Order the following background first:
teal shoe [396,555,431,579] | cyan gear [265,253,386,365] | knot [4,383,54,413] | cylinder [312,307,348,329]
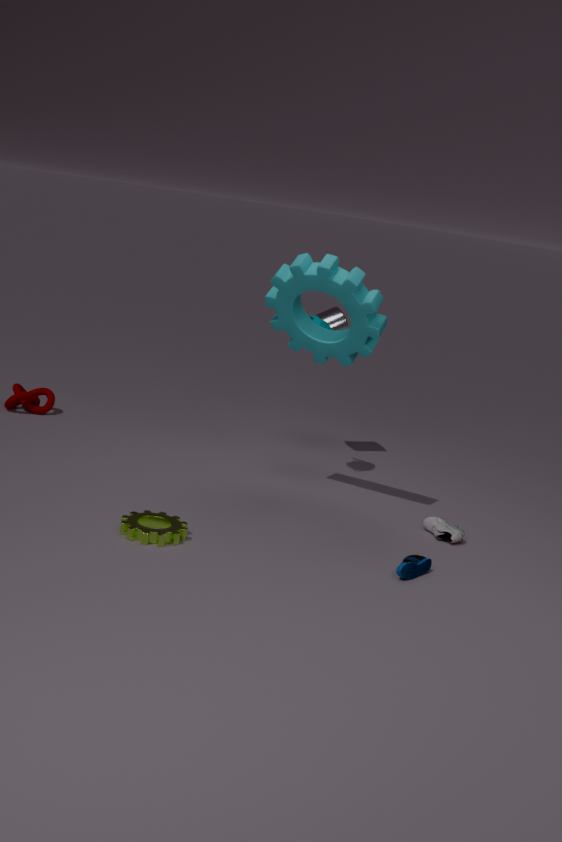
knot [4,383,54,413] < cylinder [312,307,348,329] < cyan gear [265,253,386,365] < teal shoe [396,555,431,579]
